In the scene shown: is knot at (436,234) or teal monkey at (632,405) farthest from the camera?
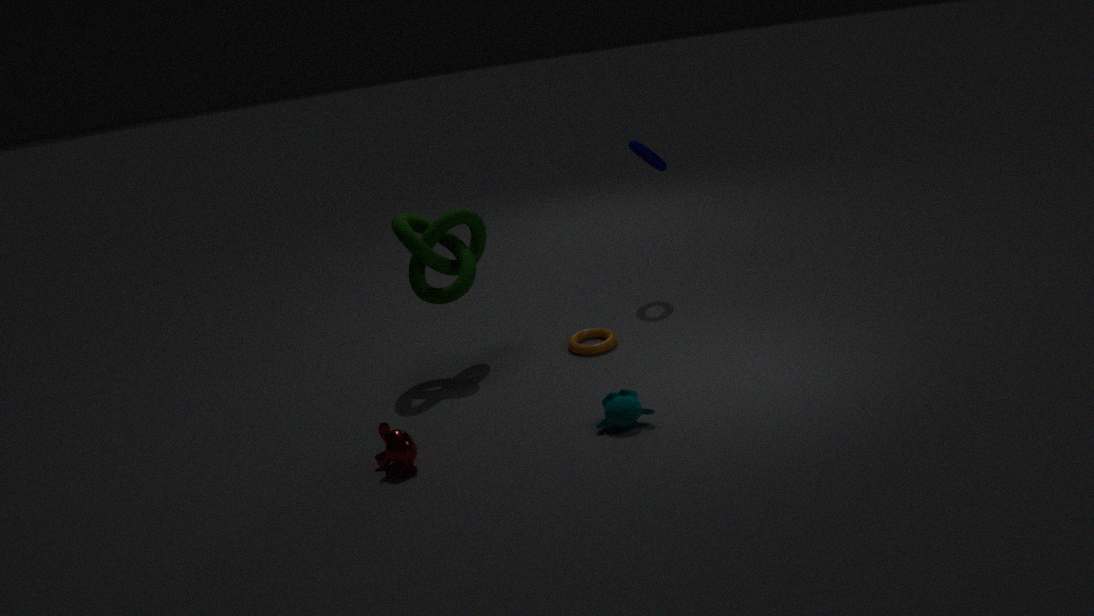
knot at (436,234)
